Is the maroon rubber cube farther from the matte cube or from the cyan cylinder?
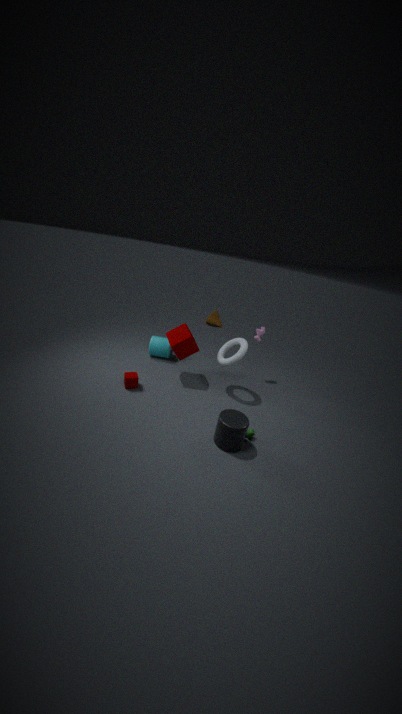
the cyan cylinder
